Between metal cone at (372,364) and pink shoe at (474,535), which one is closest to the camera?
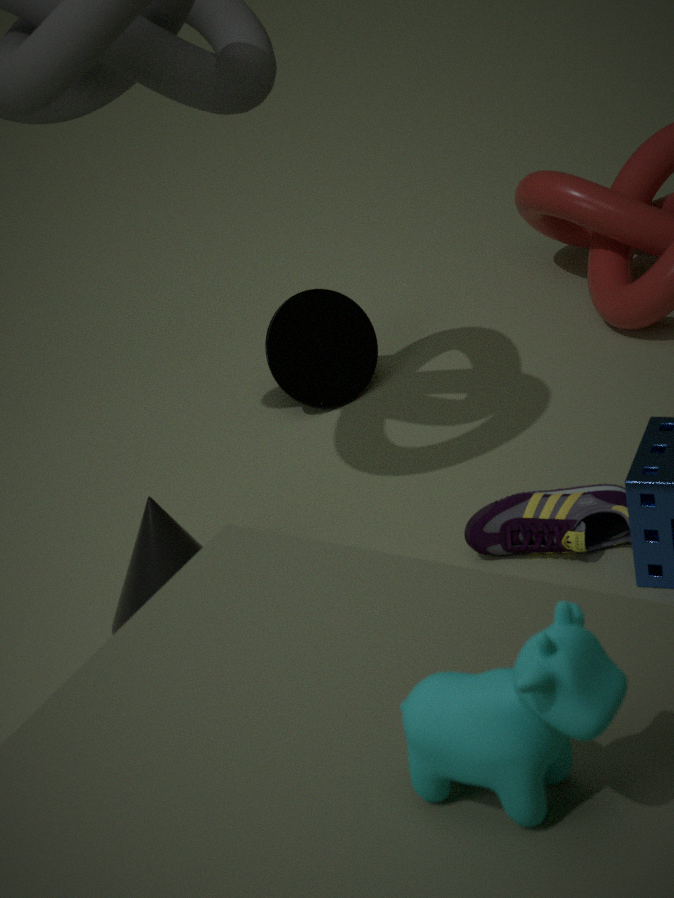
pink shoe at (474,535)
